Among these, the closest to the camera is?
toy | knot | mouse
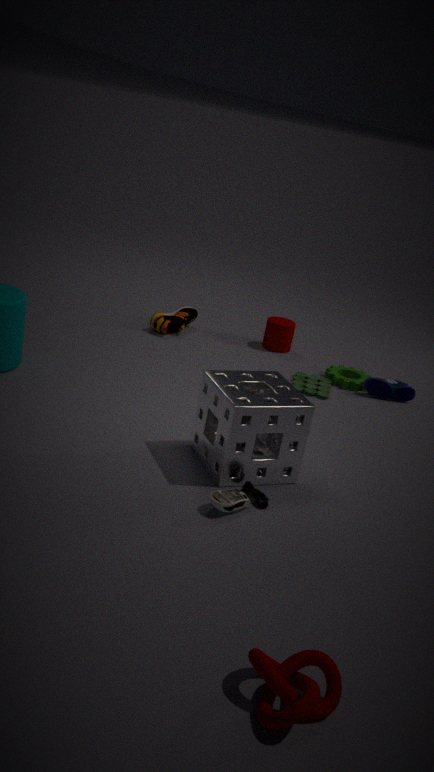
knot
